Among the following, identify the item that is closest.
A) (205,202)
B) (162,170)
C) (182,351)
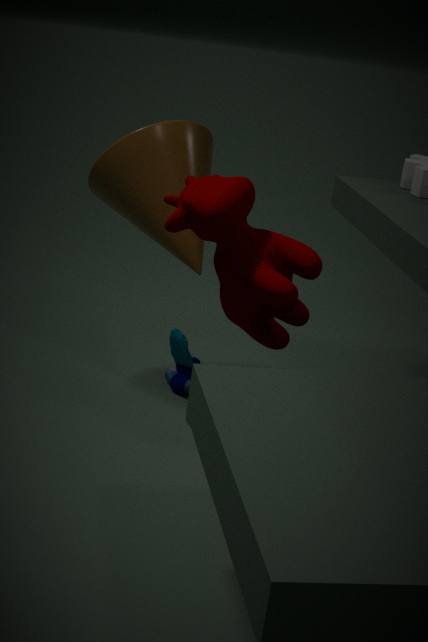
(205,202)
